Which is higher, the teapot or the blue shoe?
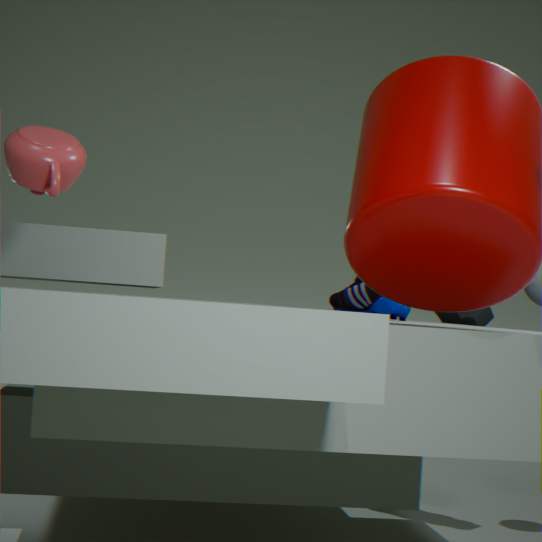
the teapot
